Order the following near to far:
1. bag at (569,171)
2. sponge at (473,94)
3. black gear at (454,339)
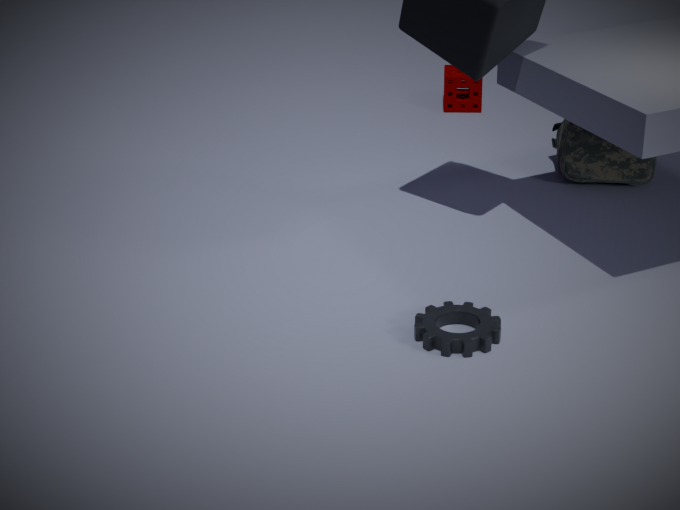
black gear at (454,339)
bag at (569,171)
sponge at (473,94)
